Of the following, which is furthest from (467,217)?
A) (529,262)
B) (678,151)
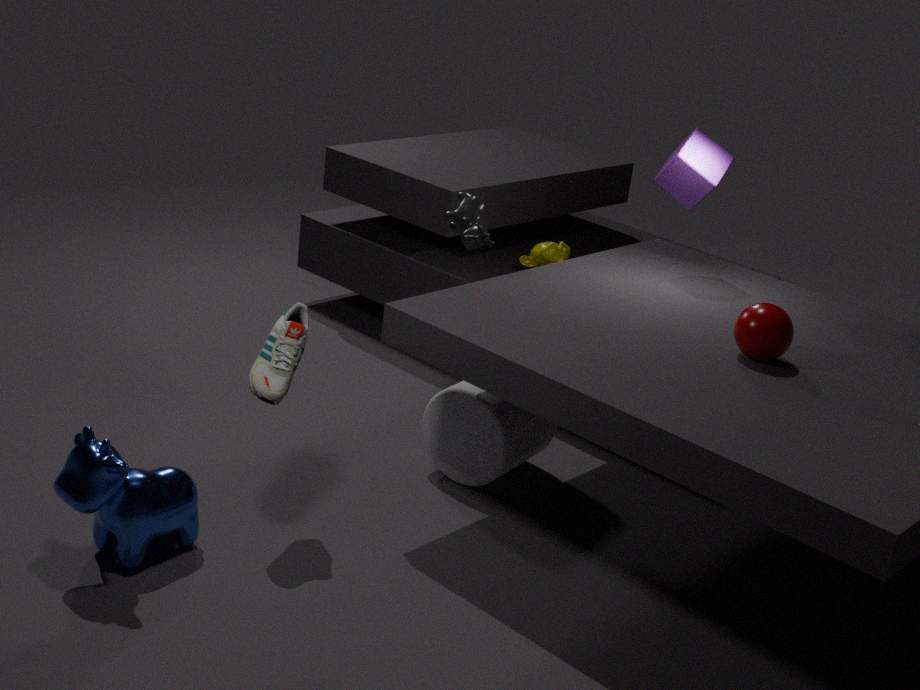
(529,262)
